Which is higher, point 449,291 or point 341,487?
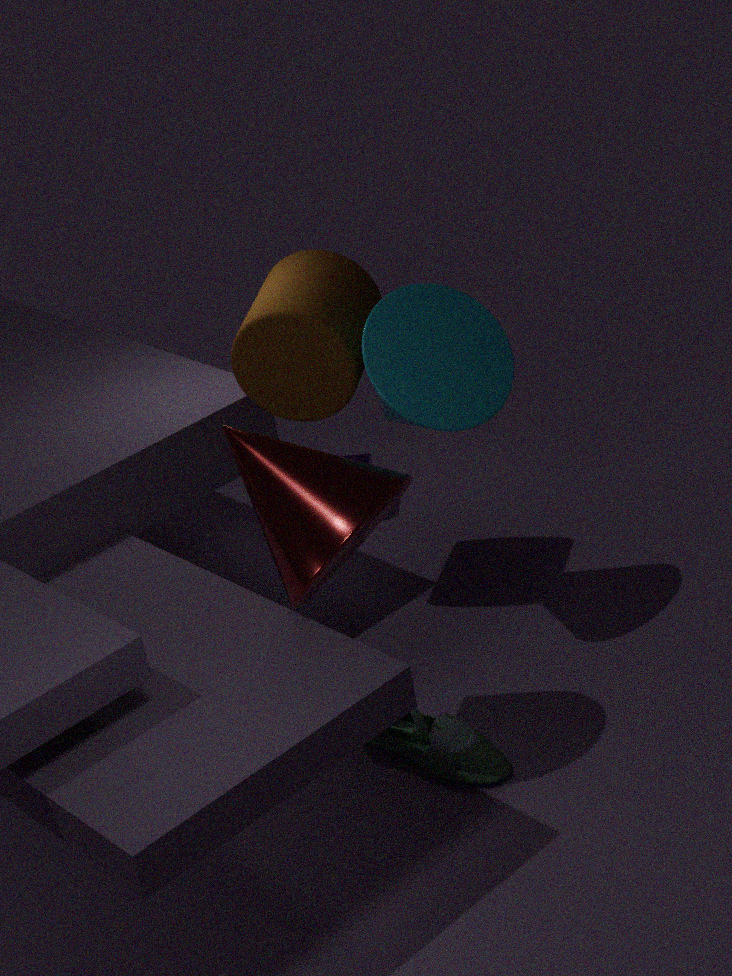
point 449,291
